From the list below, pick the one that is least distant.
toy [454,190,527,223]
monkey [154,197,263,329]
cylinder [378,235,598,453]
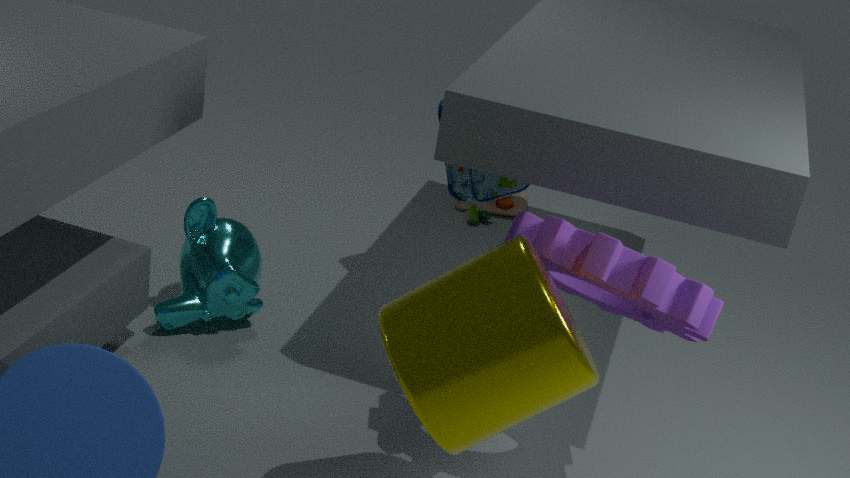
cylinder [378,235,598,453]
